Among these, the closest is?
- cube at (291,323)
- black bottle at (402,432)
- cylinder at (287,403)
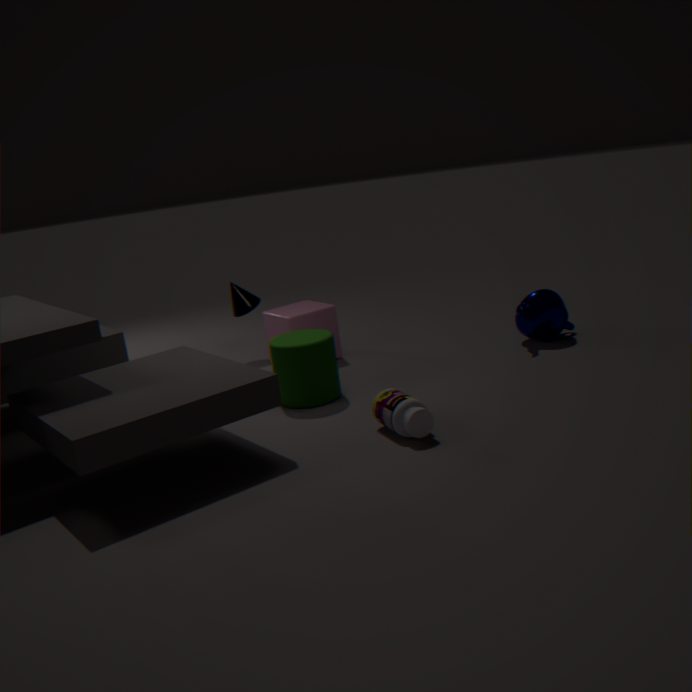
black bottle at (402,432)
